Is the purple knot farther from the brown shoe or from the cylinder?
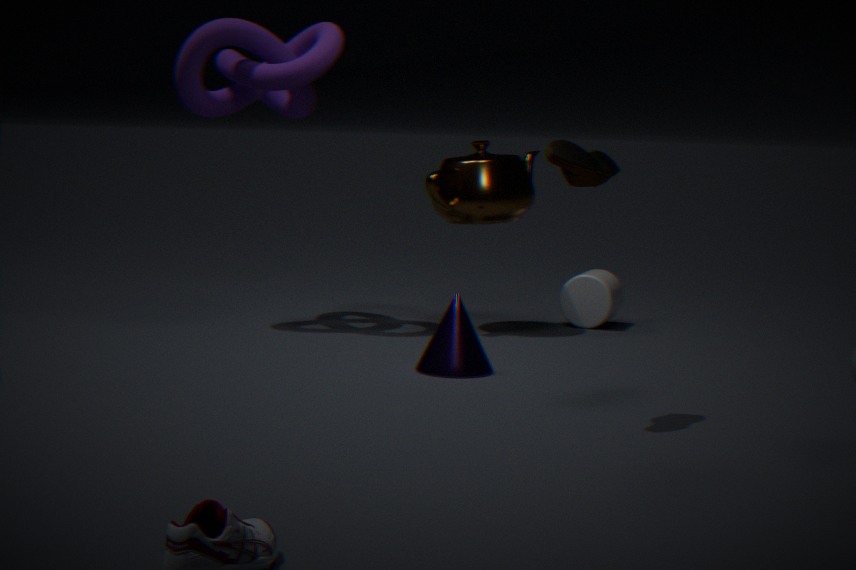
the brown shoe
